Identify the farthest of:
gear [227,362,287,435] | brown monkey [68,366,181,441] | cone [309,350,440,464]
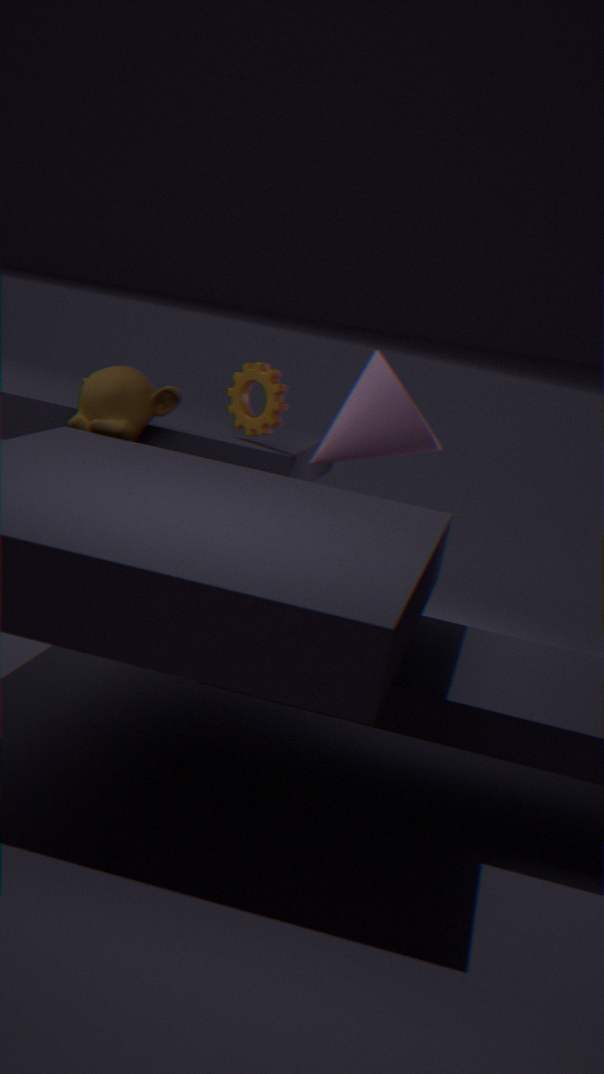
gear [227,362,287,435]
